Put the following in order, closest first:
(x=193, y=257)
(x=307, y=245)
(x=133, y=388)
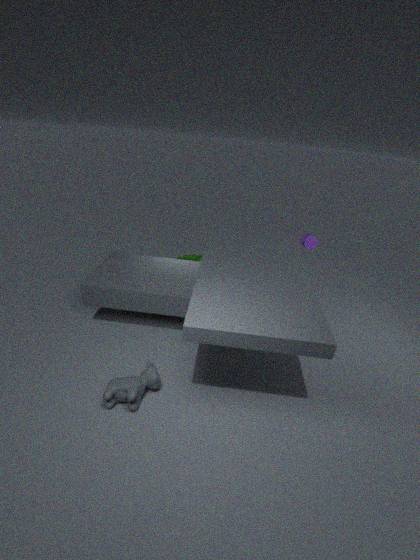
(x=133, y=388), (x=307, y=245), (x=193, y=257)
